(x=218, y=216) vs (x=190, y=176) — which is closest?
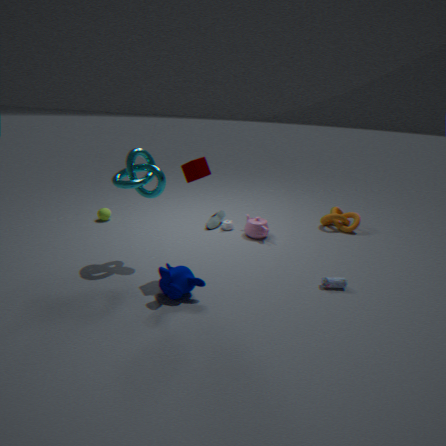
(x=190, y=176)
